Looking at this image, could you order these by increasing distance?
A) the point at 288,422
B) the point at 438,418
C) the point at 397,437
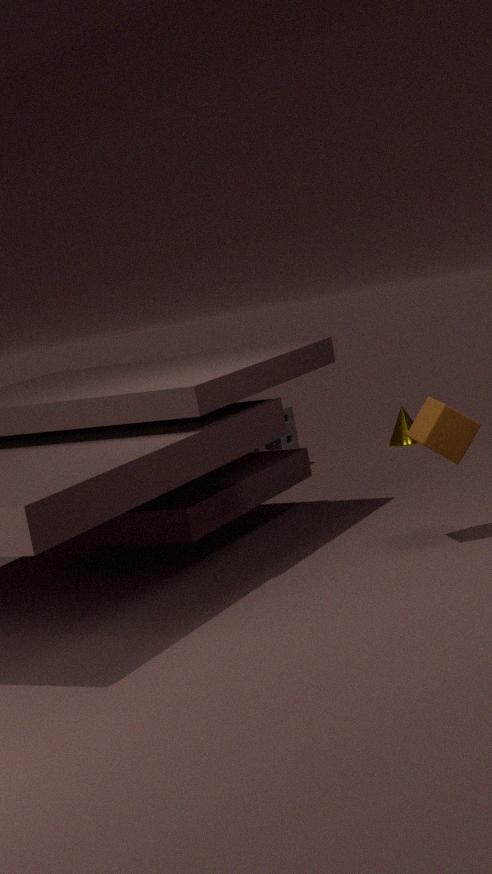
the point at 438,418 < the point at 288,422 < the point at 397,437
